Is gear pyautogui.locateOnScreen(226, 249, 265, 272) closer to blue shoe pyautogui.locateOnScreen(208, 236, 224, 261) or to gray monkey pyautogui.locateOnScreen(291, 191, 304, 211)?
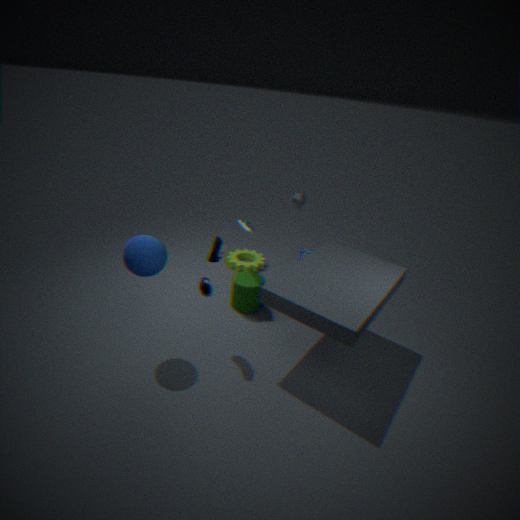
gray monkey pyautogui.locateOnScreen(291, 191, 304, 211)
